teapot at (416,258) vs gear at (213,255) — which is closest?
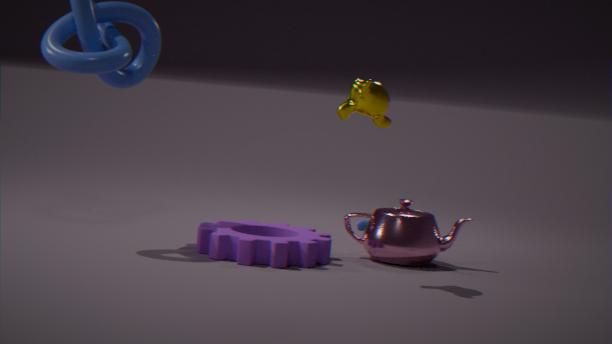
gear at (213,255)
